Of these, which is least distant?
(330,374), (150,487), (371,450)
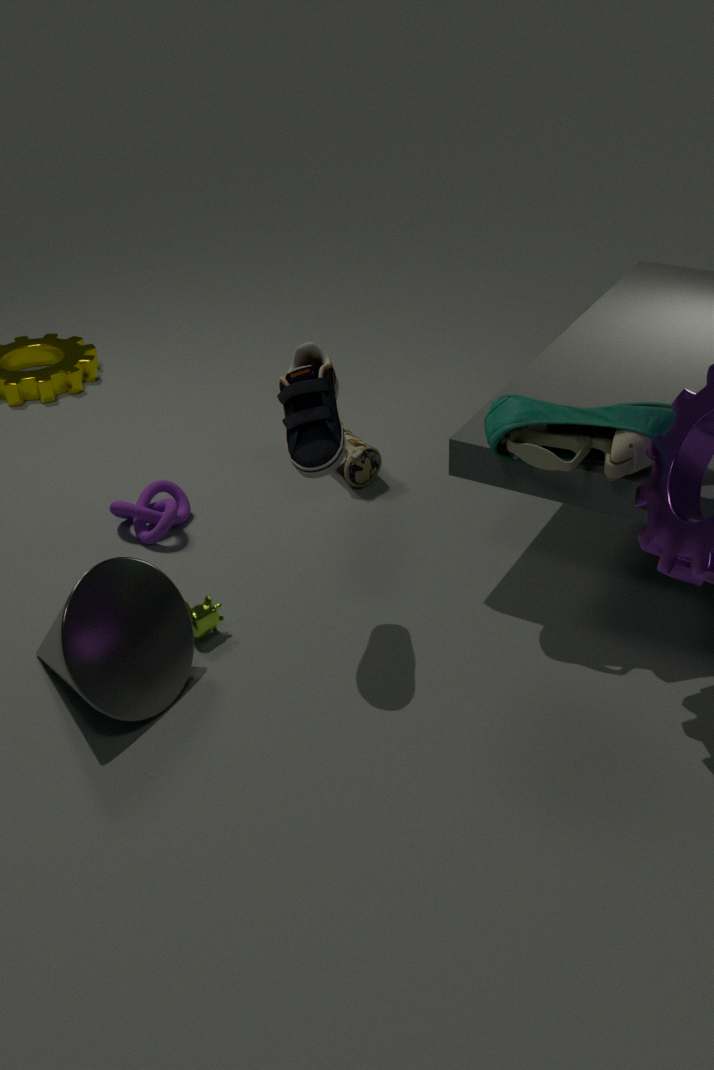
(330,374)
